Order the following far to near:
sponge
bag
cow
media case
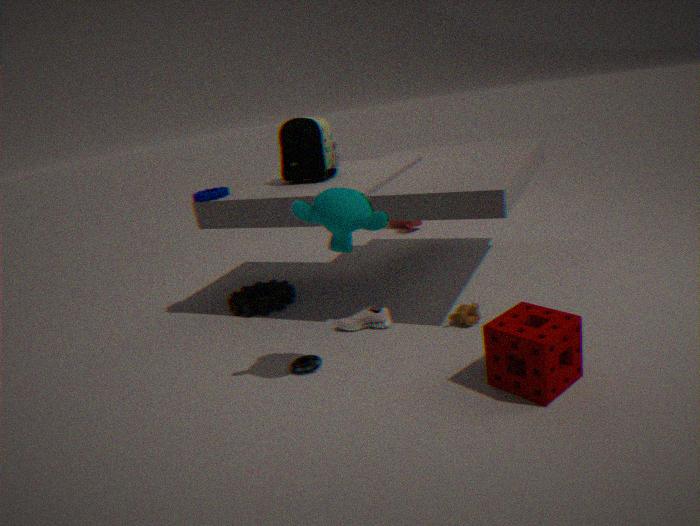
cow < bag < media case < sponge
